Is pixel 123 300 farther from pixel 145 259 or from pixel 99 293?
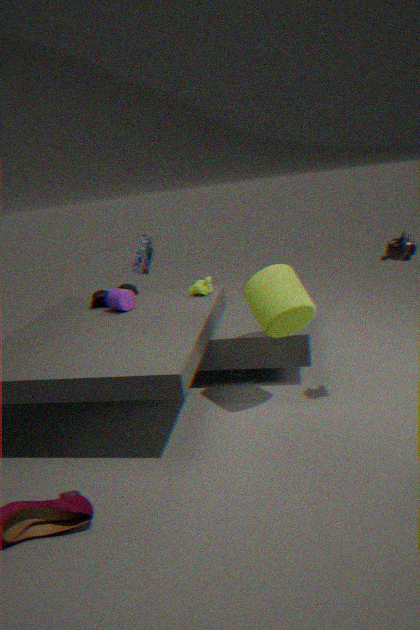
pixel 145 259
